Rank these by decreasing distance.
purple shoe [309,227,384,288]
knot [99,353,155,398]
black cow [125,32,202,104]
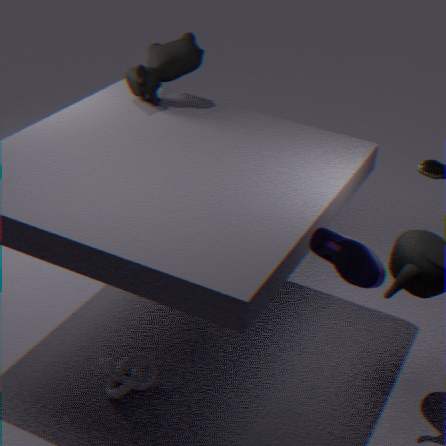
black cow [125,32,202,104] → knot [99,353,155,398] → purple shoe [309,227,384,288]
